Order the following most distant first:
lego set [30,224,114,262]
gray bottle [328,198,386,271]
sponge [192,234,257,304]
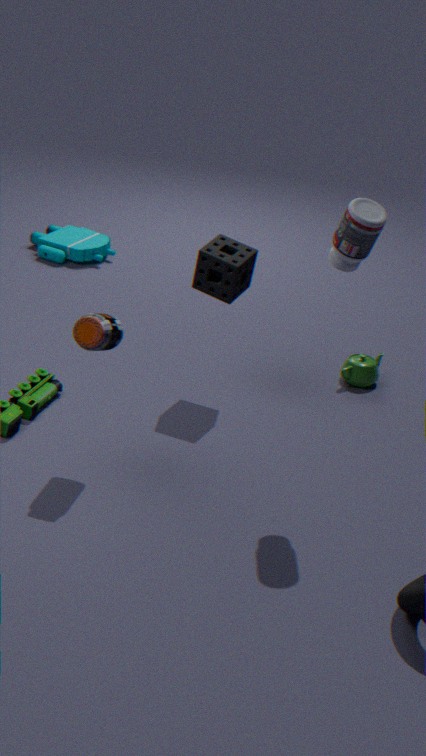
1. lego set [30,224,114,262]
2. sponge [192,234,257,304]
3. gray bottle [328,198,386,271]
